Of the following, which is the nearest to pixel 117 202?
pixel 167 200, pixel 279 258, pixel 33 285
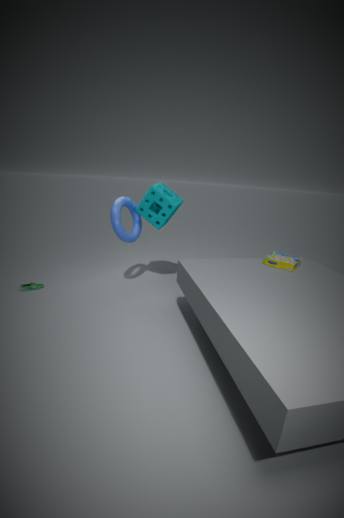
pixel 167 200
